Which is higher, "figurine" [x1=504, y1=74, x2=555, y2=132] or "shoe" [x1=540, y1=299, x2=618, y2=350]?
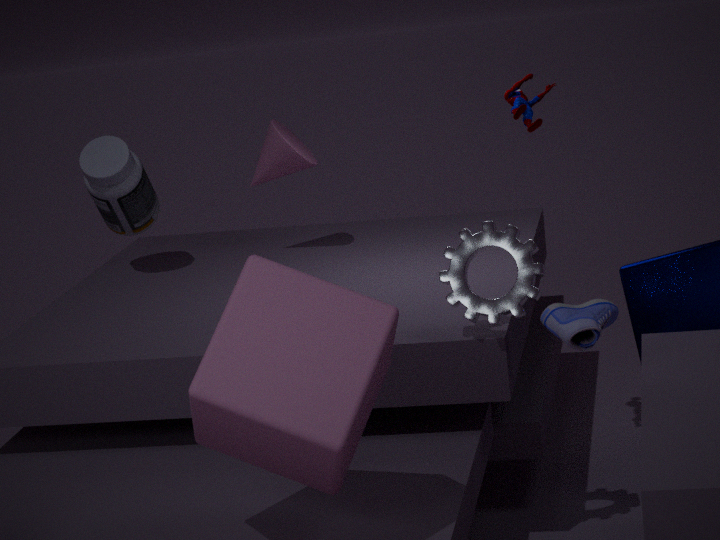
"figurine" [x1=504, y1=74, x2=555, y2=132]
